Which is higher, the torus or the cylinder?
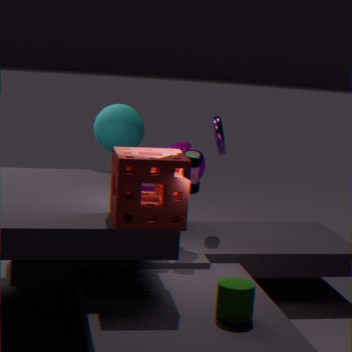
the torus
